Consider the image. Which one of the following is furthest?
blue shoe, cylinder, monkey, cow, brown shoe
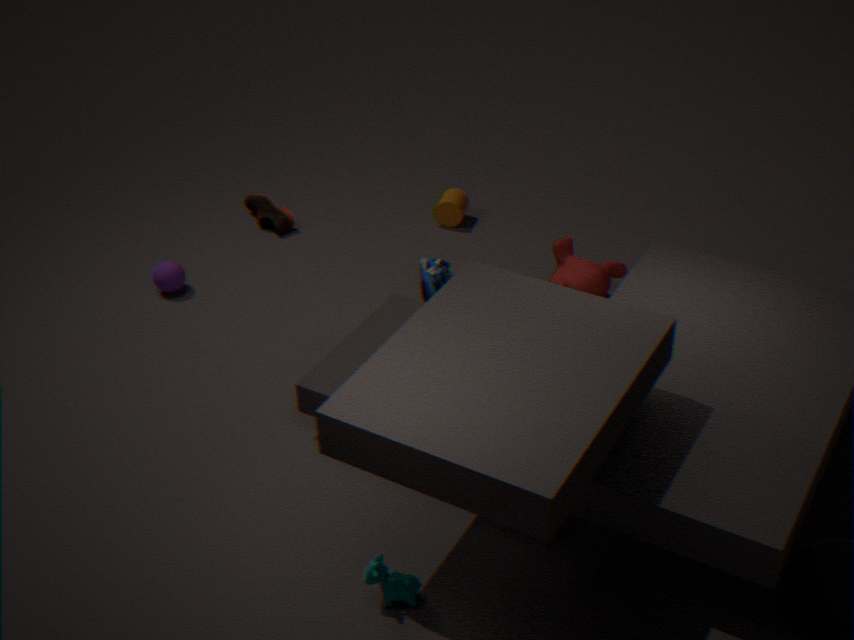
brown shoe
